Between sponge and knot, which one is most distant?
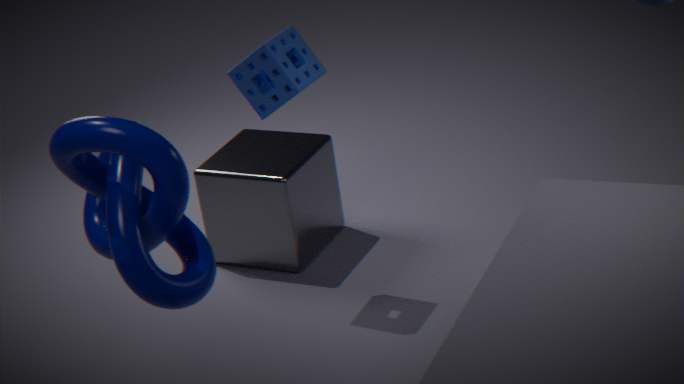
sponge
